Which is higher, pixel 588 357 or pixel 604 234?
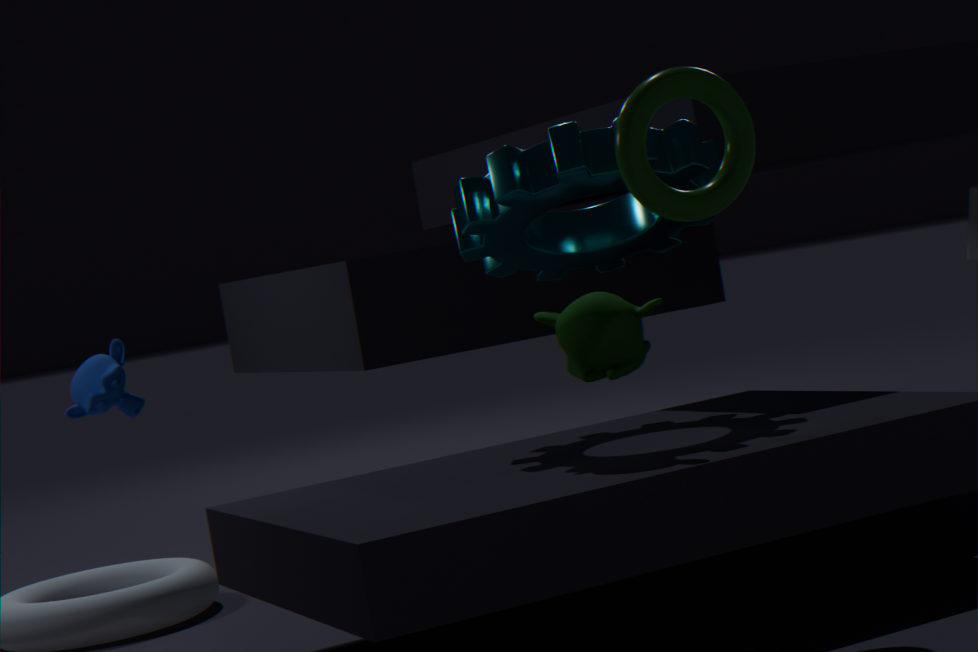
pixel 604 234
